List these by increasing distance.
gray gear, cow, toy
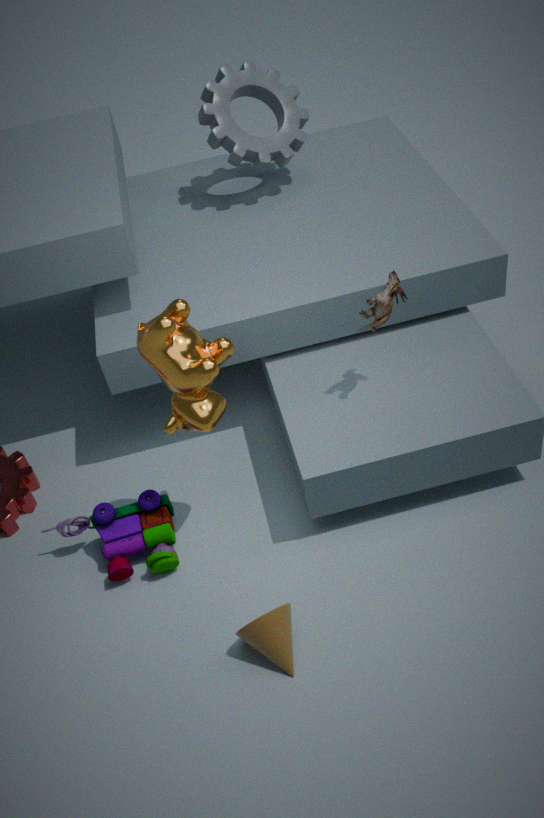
cow < toy < gray gear
